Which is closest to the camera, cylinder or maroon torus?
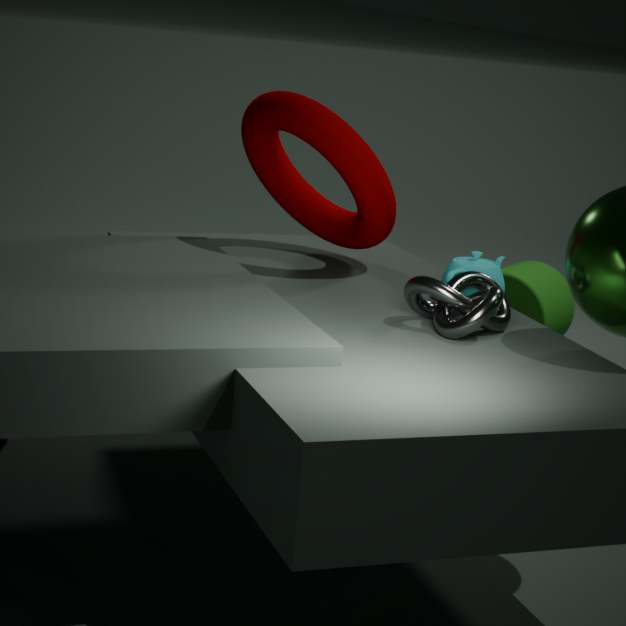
maroon torus
